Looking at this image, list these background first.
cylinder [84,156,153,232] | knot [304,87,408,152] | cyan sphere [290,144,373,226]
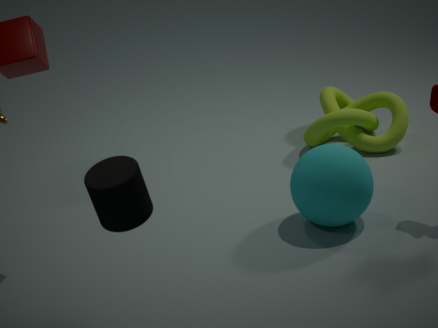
1. knot [304,87,408,152]
2. cyan sphere [290,144,373,226]
3. cylinder [84,156,153,232]
